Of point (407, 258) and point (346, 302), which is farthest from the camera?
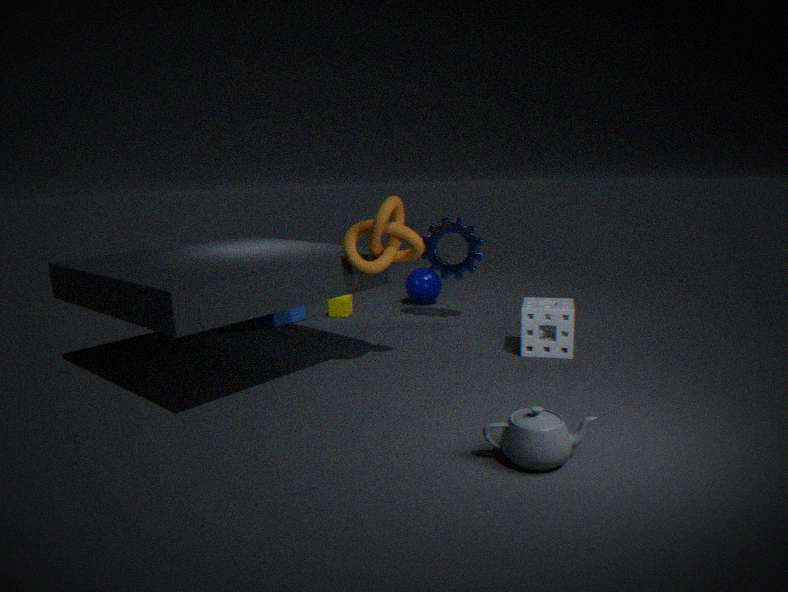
point (346, 302)
